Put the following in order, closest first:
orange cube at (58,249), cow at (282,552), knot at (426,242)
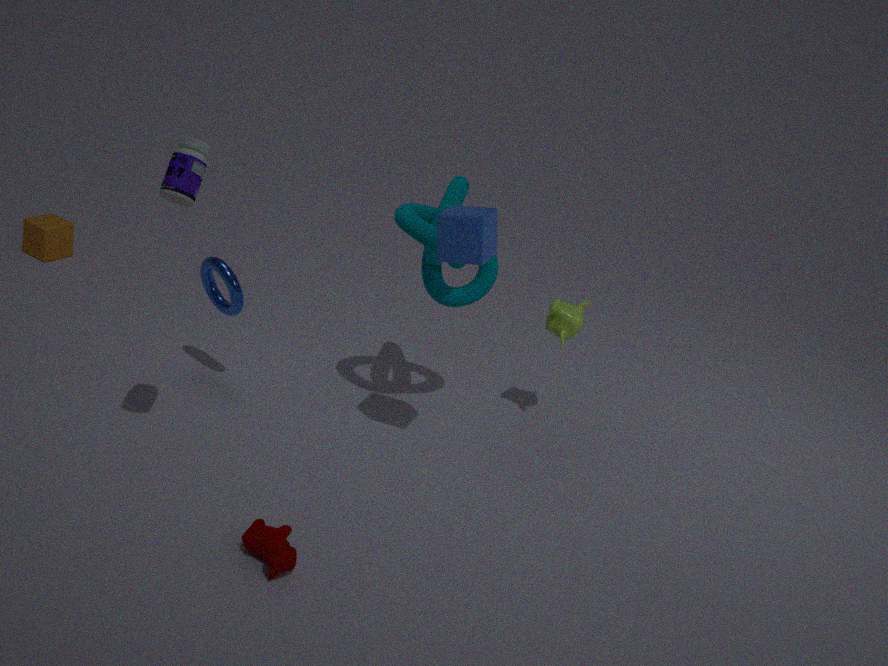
cow at (282,552), knot at (426,242), orange cube at (58,249)
